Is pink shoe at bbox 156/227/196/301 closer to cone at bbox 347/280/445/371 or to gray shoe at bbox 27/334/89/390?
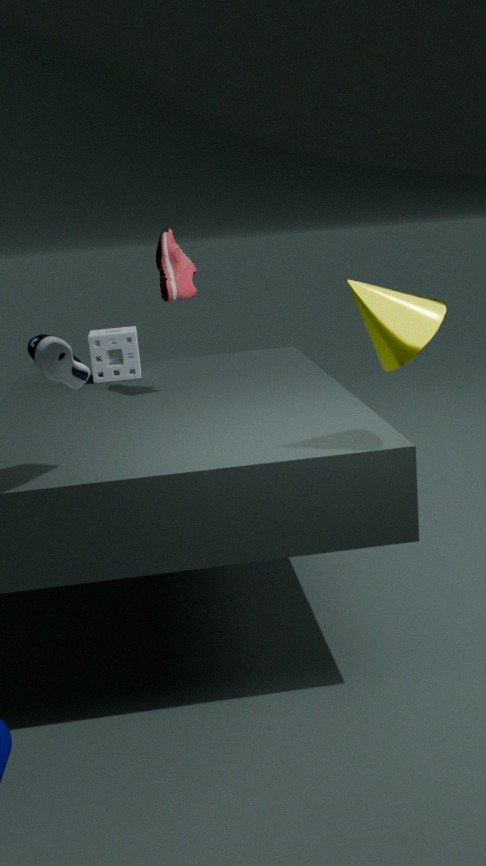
gray shoe at bbox 27/334/89/390
